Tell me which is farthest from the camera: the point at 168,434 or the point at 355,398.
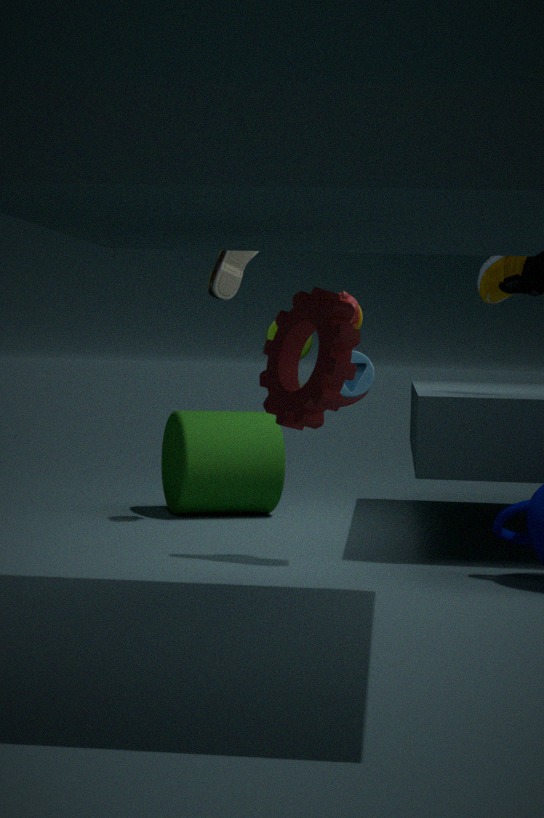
the point at 168,434
